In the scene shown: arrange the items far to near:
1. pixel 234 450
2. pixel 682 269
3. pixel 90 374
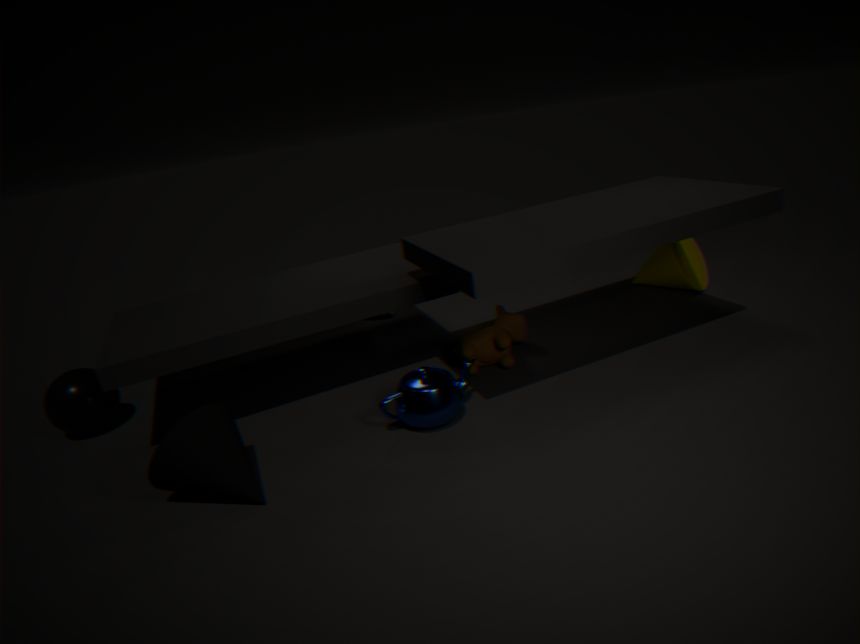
pixel 682 269 < pixel 90 374 < pixel 234 450
